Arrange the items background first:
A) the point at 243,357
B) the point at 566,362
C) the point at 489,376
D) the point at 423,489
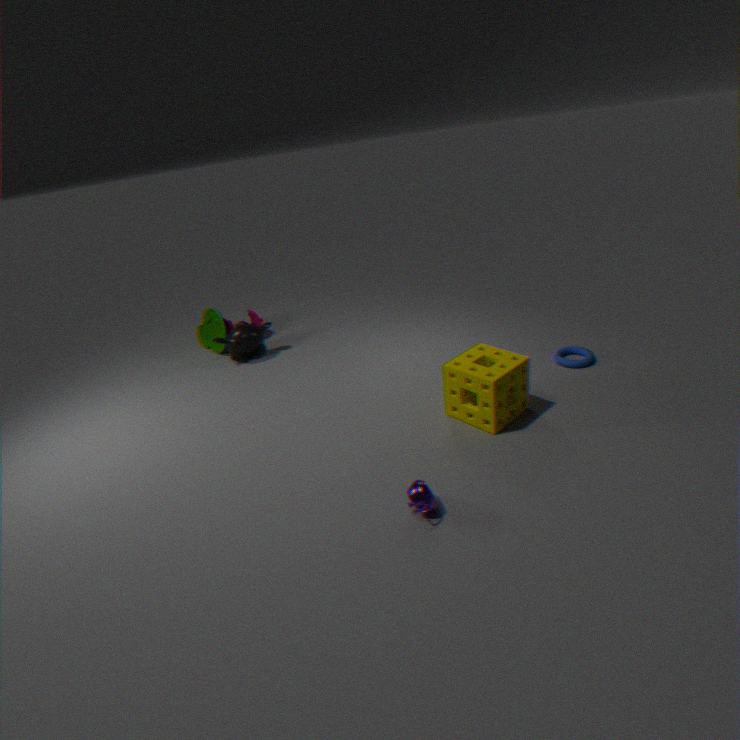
the point at 243,357 < the point at 566,362 < the point at 489,376 < the point at 423,489
